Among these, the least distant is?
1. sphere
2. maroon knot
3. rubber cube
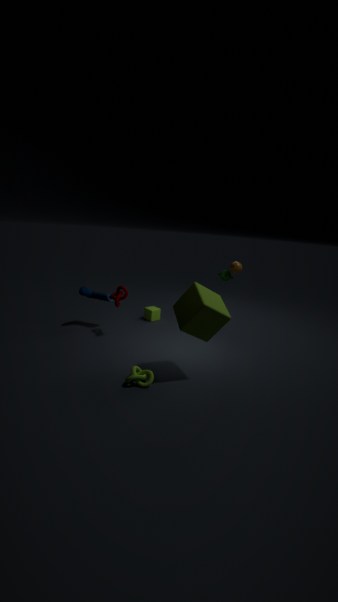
rubber cube
